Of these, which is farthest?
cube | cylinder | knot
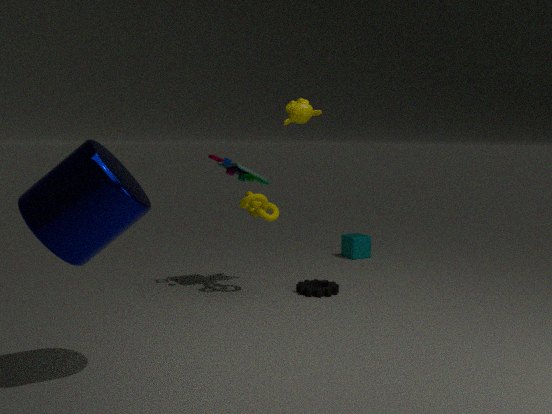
cube
